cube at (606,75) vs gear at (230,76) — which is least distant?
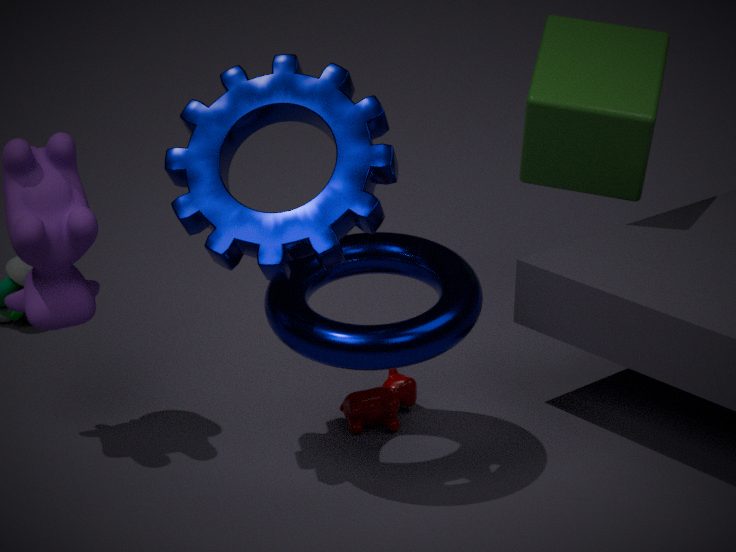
gear at (230,76)
